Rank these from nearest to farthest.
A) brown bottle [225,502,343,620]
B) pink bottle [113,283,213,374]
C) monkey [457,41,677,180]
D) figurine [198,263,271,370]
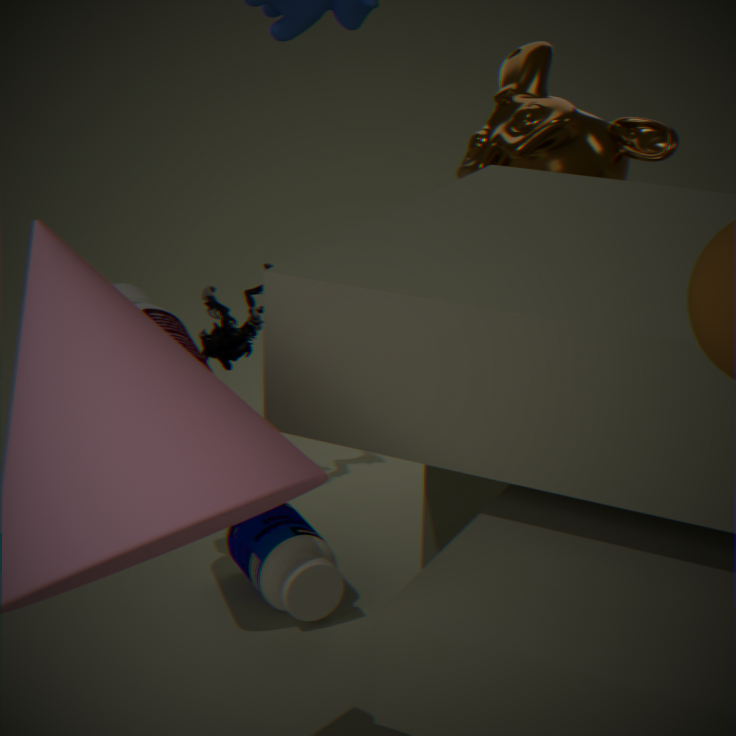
pink bottle [113,283,213,374] < brown bottle [225,502,343,620] < monkey [457,41,677,180] < figurine [198,263,271,370]
